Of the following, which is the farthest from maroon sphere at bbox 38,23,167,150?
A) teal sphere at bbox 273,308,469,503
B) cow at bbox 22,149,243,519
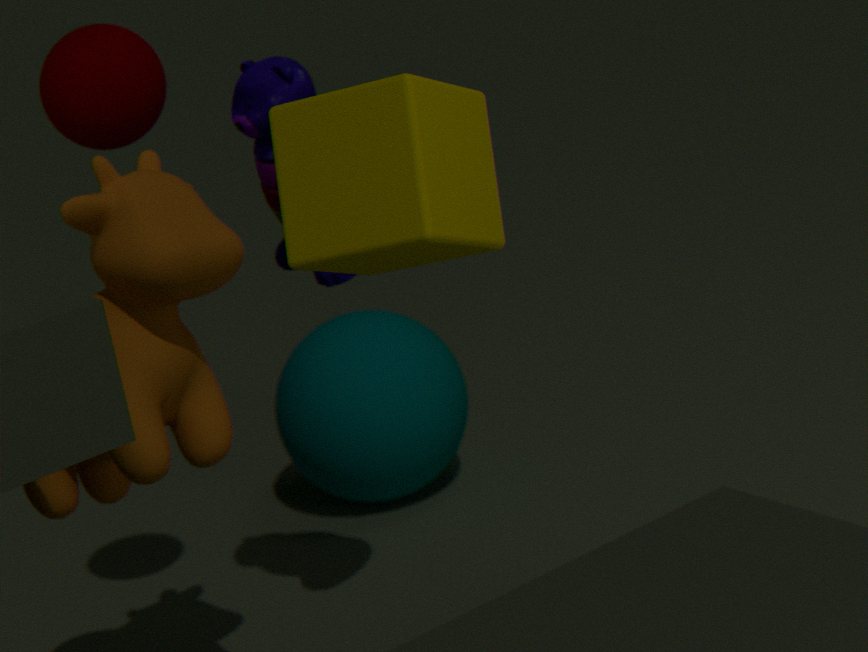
teal sphere at bbox 273,308,469,503
